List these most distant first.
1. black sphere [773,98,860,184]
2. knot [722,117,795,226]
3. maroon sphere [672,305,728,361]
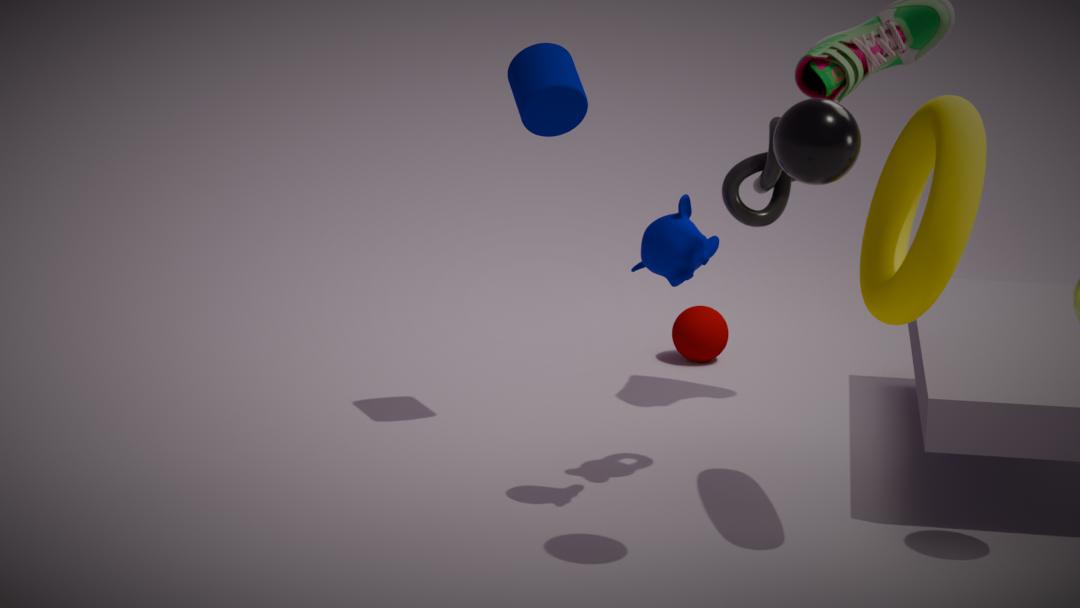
maroon sphere [672,305,728,361]
knot [722,117,795,226]
black sphere [773,98,860,184]
